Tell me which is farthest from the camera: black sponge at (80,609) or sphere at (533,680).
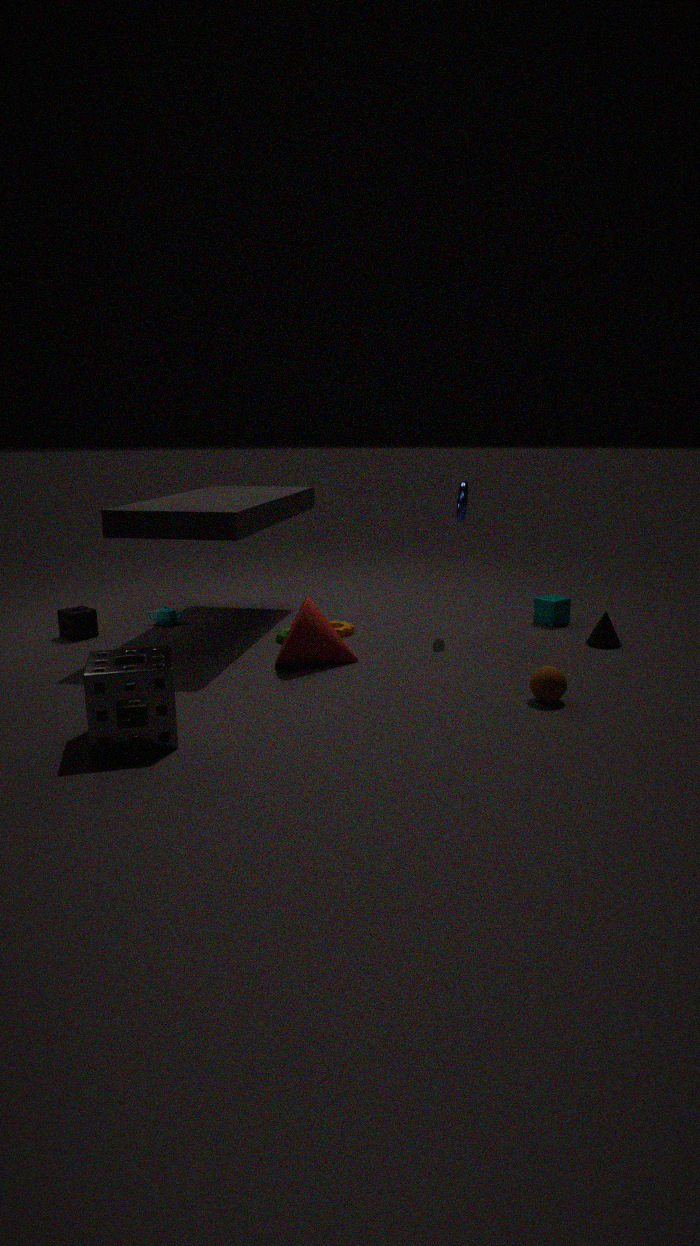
black sponge at (80,609)
